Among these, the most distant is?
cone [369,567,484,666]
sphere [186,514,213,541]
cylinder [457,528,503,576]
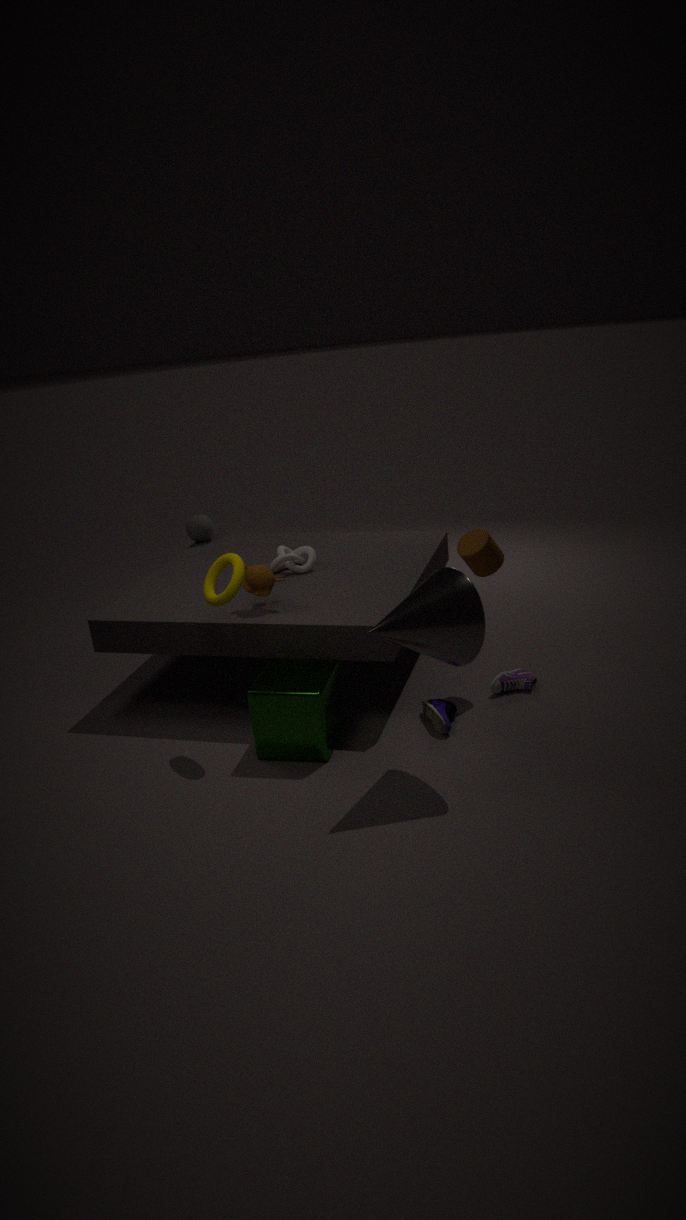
sphere [186,514,213,541]
